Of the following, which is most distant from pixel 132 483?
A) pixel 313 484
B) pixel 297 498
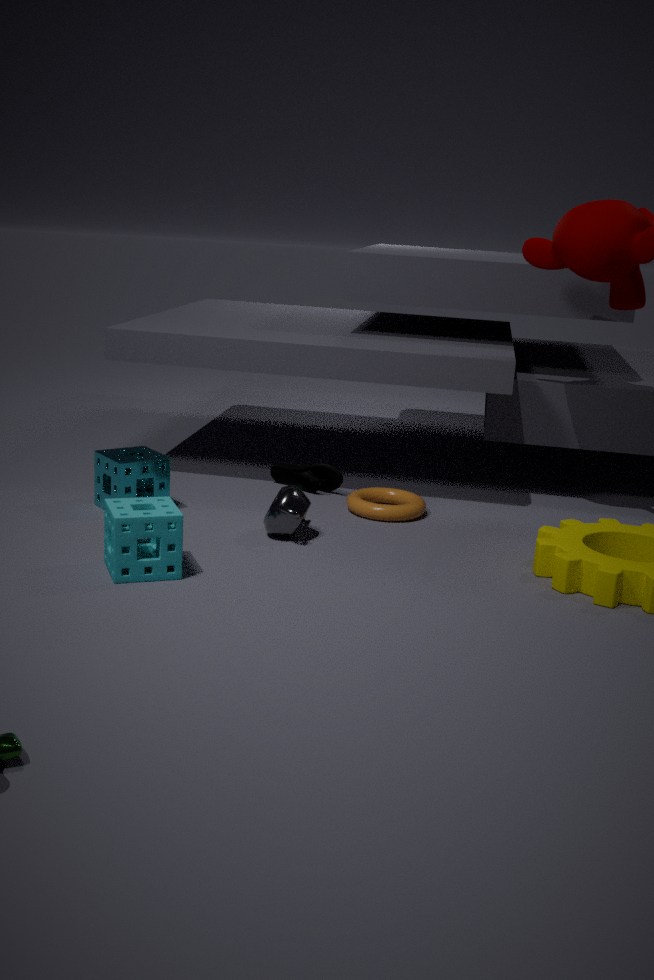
pixel 313 484
